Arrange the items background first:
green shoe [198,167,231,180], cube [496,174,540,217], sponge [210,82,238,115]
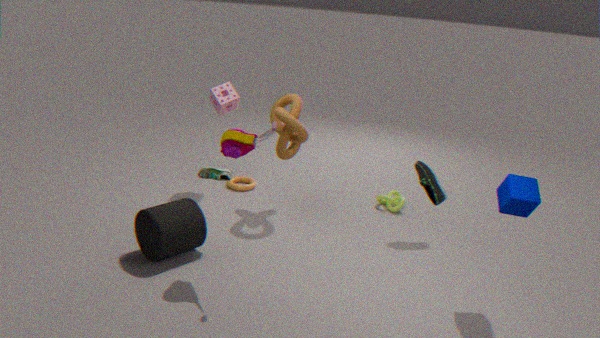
sponge [210,82,238,115] → green shoe [198,167,231,180] → cube [496,174,540,217]
